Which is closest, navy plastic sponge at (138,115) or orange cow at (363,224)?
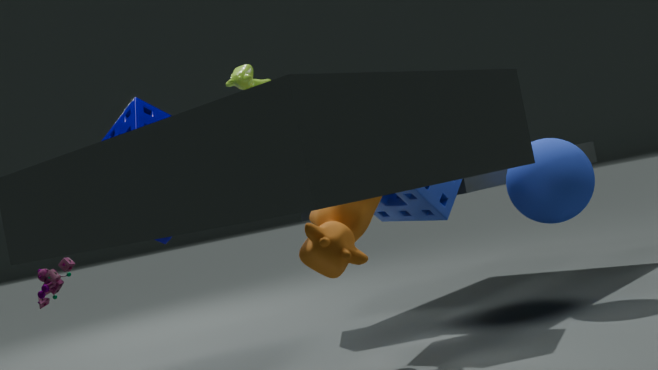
orange cow at (363,224)
